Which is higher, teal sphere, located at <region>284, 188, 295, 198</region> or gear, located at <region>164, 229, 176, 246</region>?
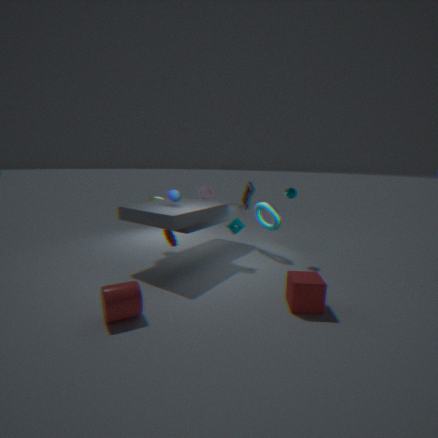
teal sphere, located at <region>284, 188, 295, 198</region>
